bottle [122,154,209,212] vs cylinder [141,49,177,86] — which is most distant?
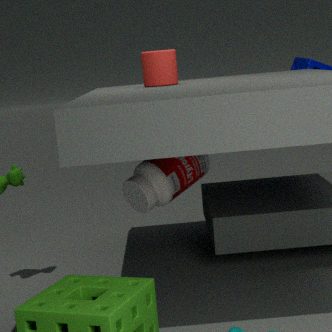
bottle [122,154,209,212]
